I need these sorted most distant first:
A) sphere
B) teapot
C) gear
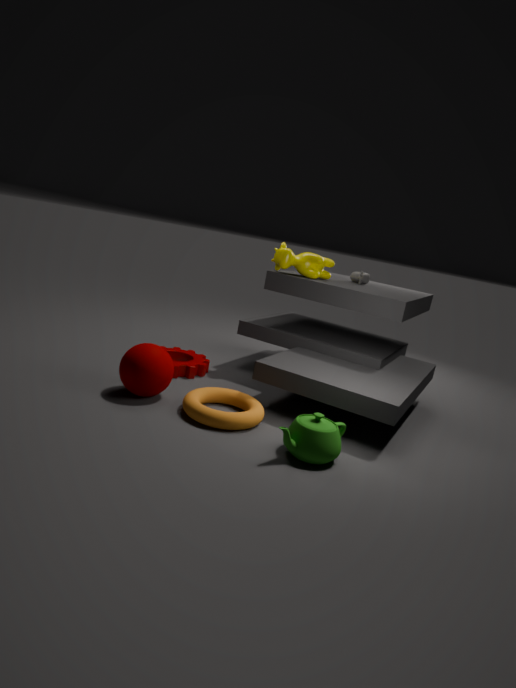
gear < sphere < teapot
